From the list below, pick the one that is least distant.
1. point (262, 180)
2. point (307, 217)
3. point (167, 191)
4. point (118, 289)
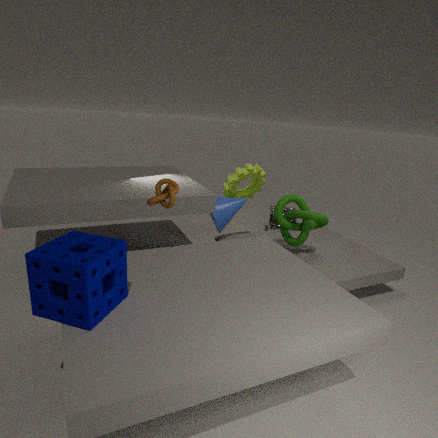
point (118, 289)
